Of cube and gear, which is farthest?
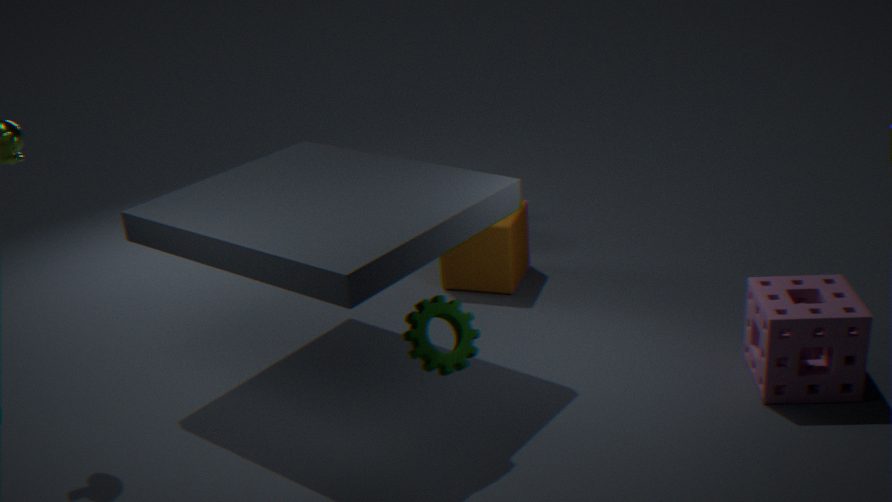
cube
